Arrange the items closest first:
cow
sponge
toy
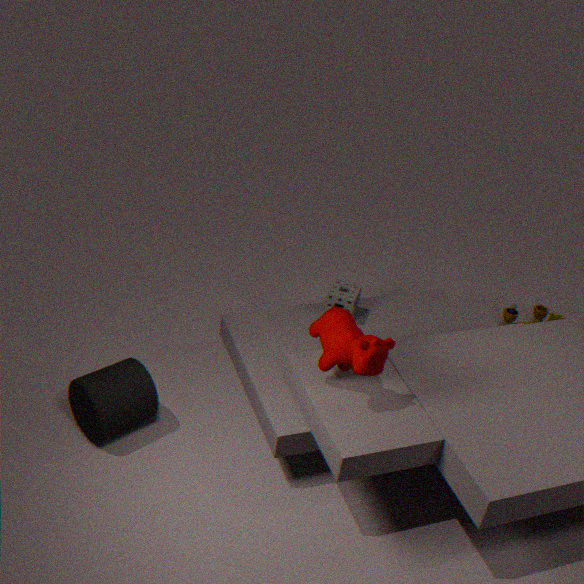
cow
sponge
toy
